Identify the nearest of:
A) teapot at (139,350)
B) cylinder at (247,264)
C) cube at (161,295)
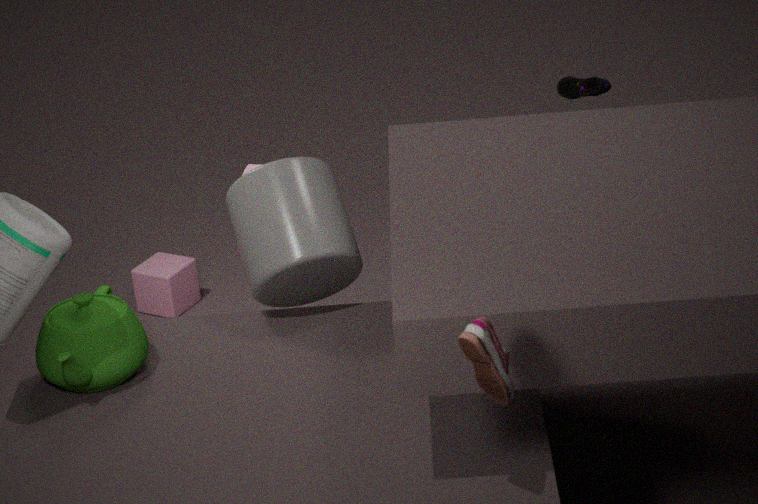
teapot at (139,350)
